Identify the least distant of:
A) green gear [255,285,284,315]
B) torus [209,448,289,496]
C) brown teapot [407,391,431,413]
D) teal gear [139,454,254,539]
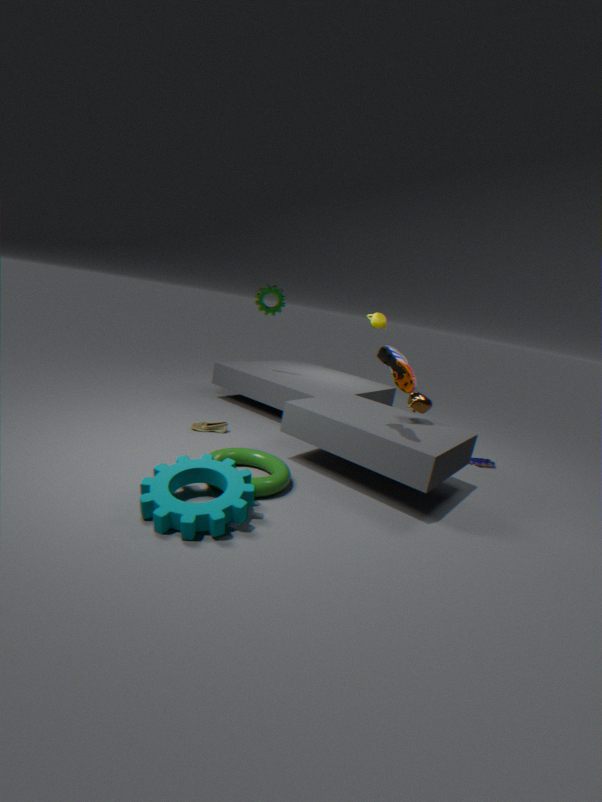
teal gear [139,454,254,539]
